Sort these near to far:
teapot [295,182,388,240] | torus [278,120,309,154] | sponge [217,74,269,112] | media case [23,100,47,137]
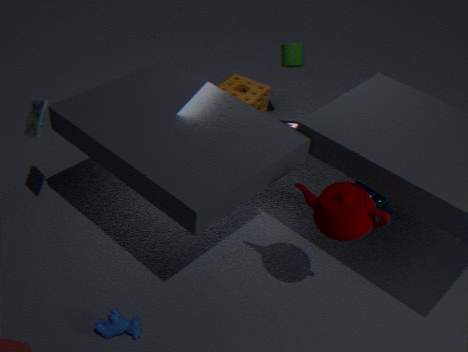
teapot [295,182,388,240] < media case [23,100,47,137] < torus [278,120,309,154] < sponge [217,74,269,112]
